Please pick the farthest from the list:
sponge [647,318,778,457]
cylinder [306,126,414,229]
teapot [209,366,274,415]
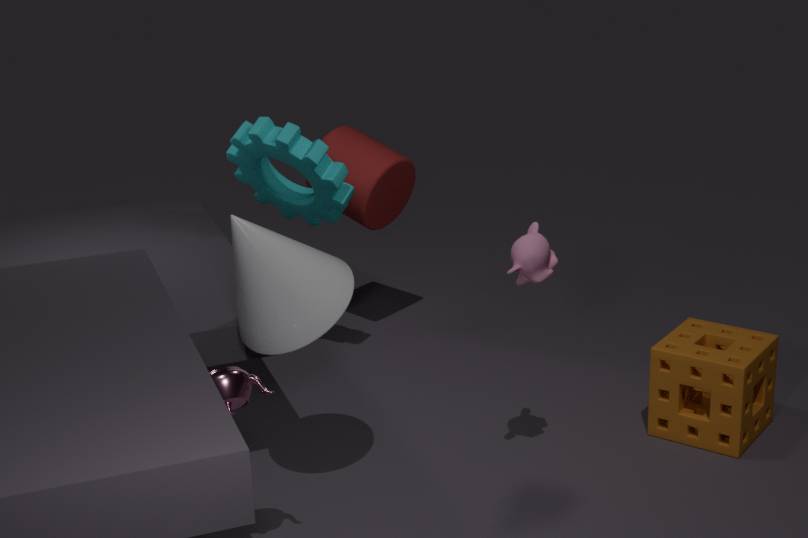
cylinder [306,126,414,229]
